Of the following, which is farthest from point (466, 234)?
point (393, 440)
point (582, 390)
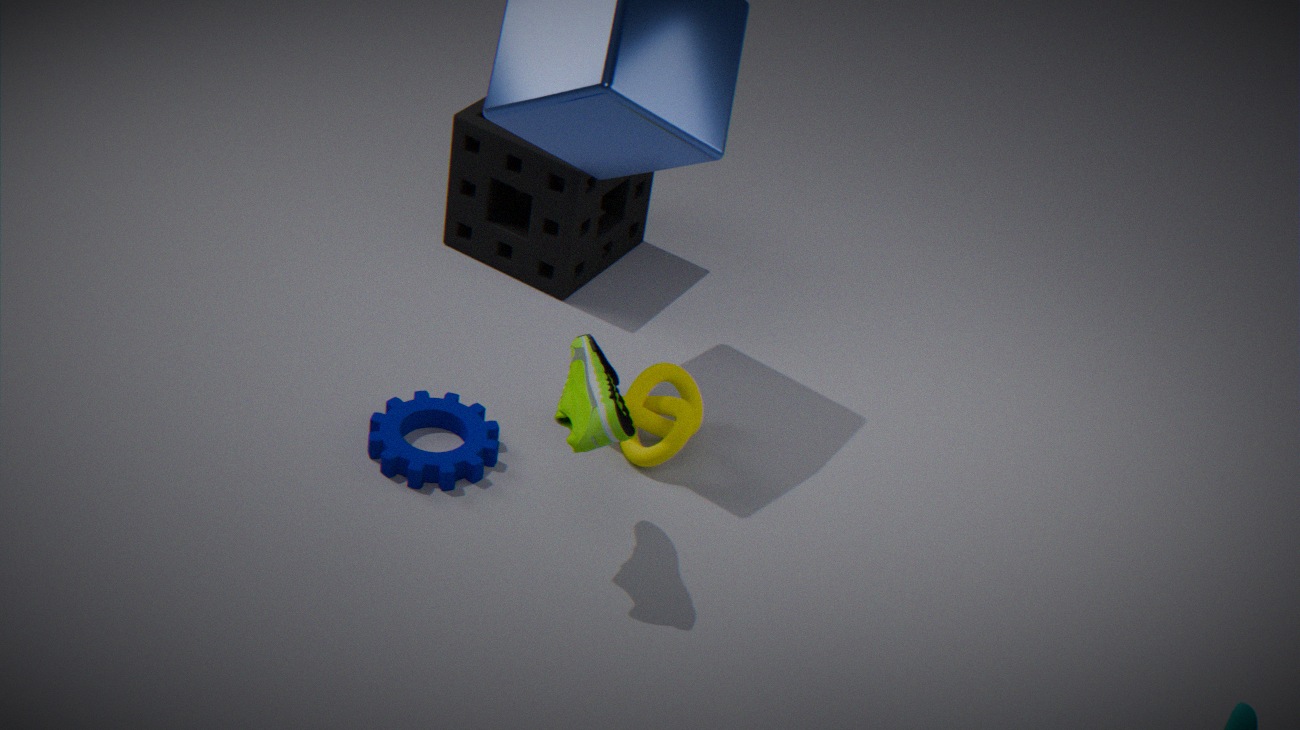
point (582, 390)
